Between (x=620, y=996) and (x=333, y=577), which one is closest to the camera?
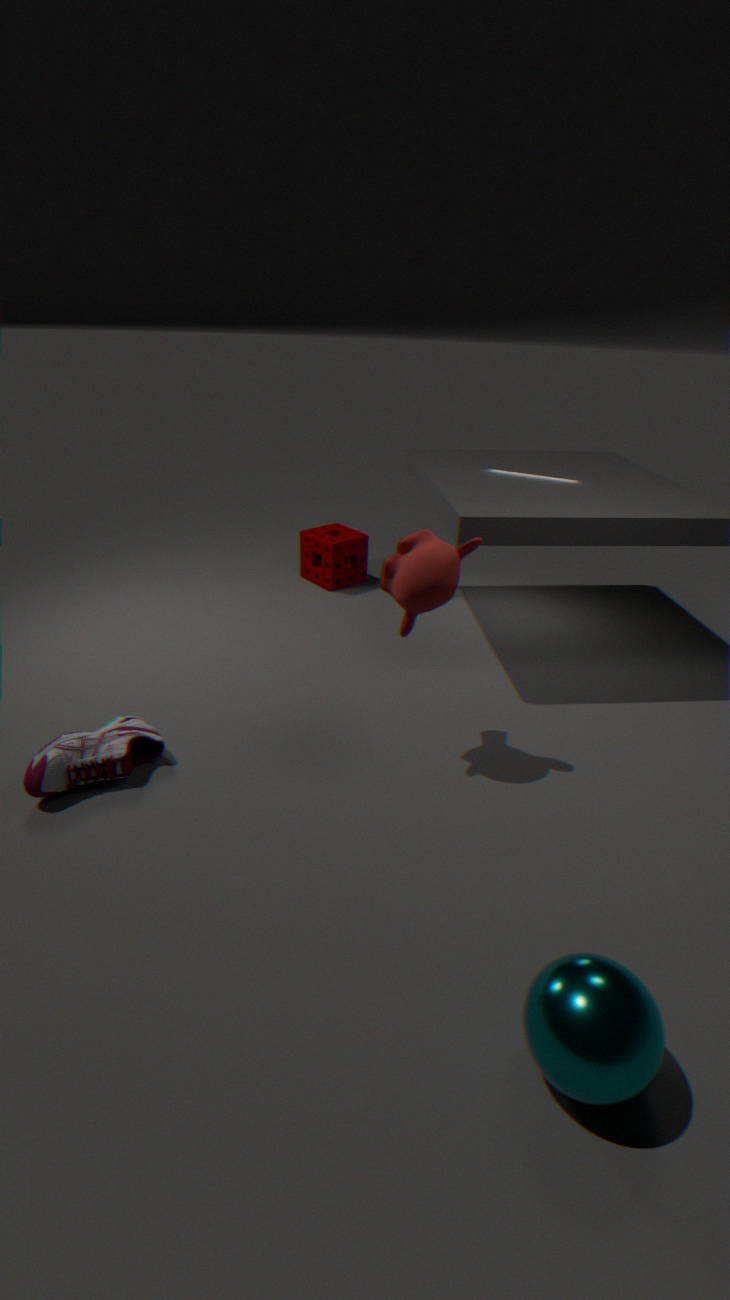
(x=620, y=996)
